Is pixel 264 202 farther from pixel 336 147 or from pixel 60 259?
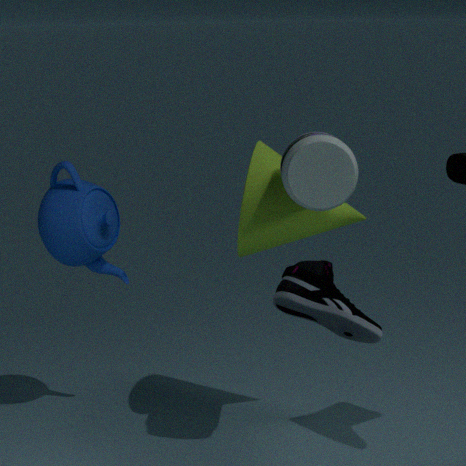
pixel 60 259
